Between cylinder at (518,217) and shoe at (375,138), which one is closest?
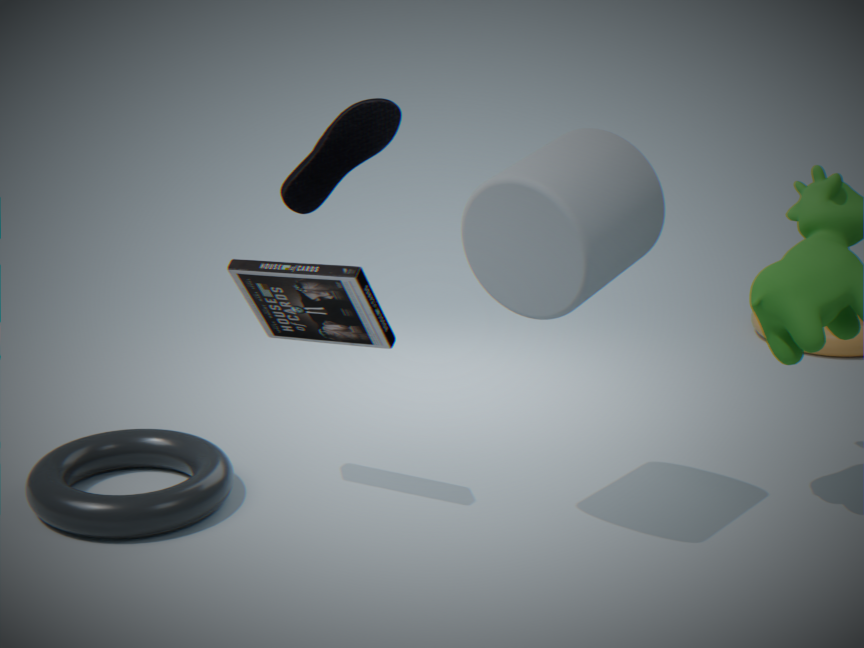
shoe at (375,138)
